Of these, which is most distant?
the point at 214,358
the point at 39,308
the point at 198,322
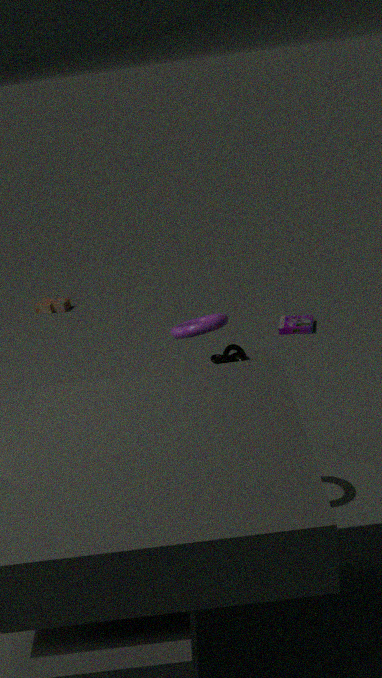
the point at 39,308
